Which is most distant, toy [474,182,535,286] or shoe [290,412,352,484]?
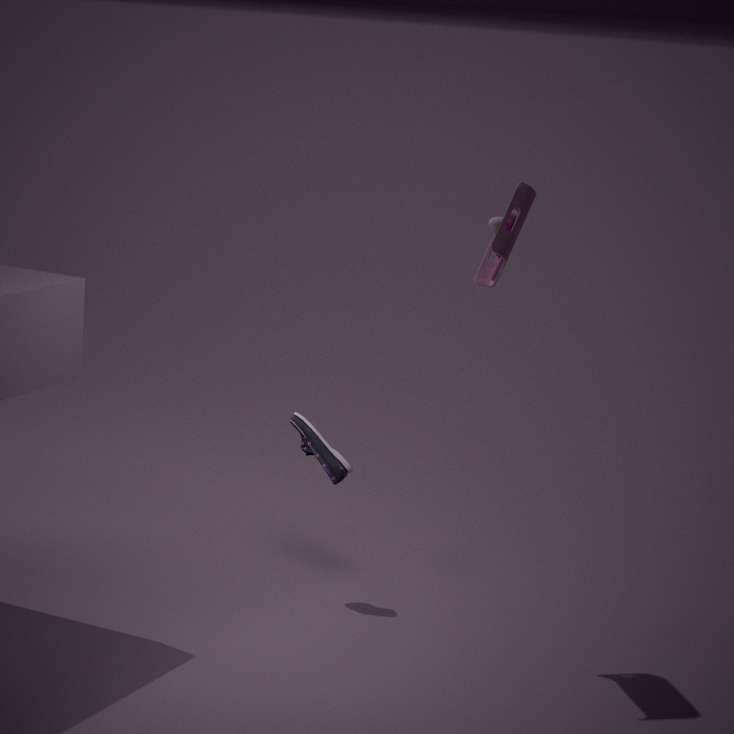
shoe [290,412,352,484]
